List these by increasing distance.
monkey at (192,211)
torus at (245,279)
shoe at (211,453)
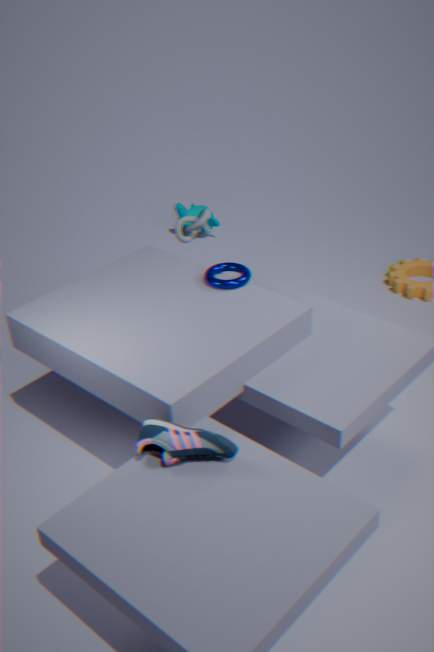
shoe at (211,453), torus at (245,279), monkey at (192,211)
